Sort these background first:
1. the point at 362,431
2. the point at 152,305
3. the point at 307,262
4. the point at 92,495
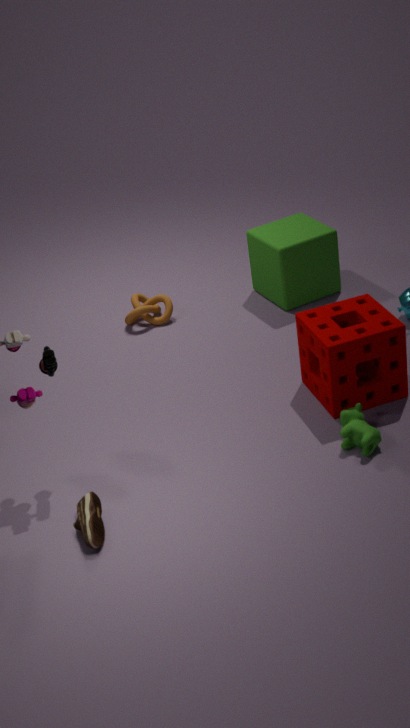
the point at 152,305, the point at 307,262, the point at 362,431, the point at 92,495
